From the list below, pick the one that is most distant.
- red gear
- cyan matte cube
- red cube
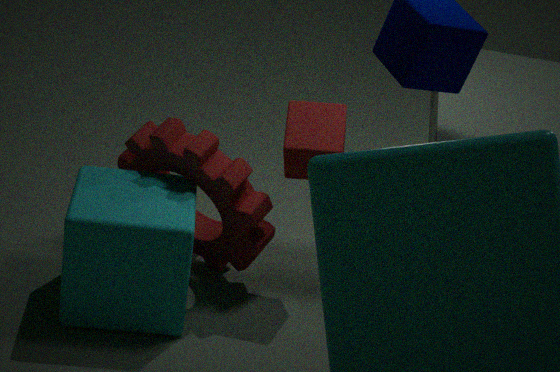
red cube
